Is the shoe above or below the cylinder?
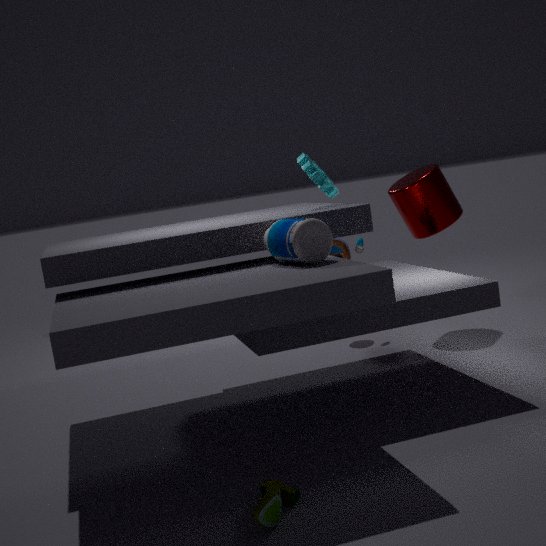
below
